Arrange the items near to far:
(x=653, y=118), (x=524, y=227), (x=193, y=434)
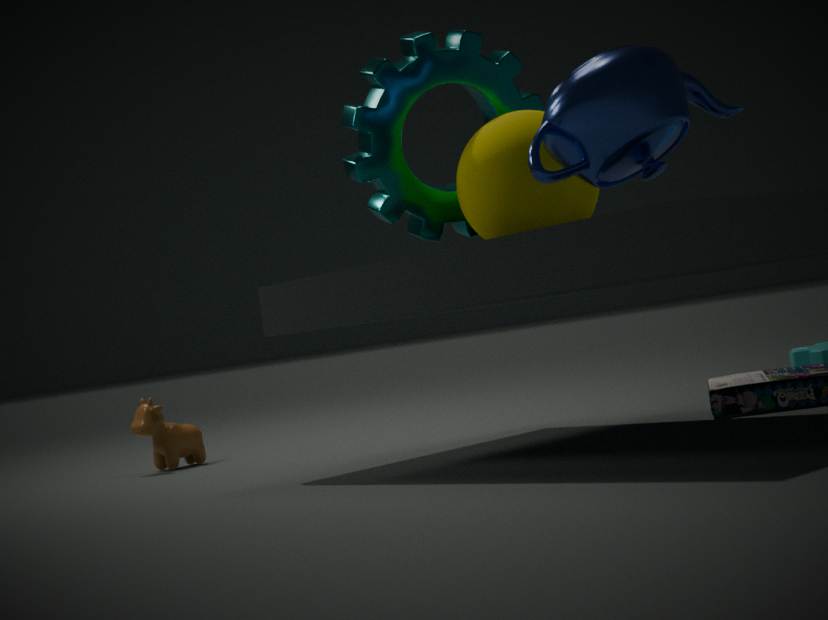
(x=653, y=118) → (x=524, y=227) → (x=193, y=434)
